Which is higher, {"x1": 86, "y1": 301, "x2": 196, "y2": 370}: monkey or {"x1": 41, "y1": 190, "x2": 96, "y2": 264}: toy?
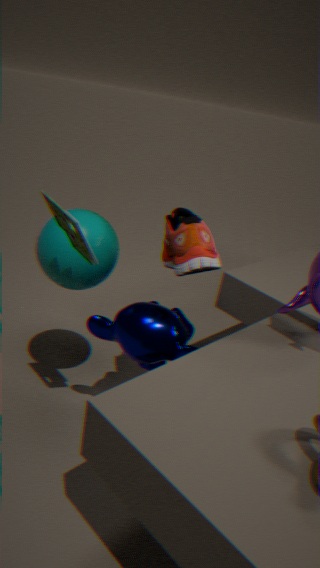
{"x1": 41, "y1": 190, "x2": 96, "y2": 264}: toy
